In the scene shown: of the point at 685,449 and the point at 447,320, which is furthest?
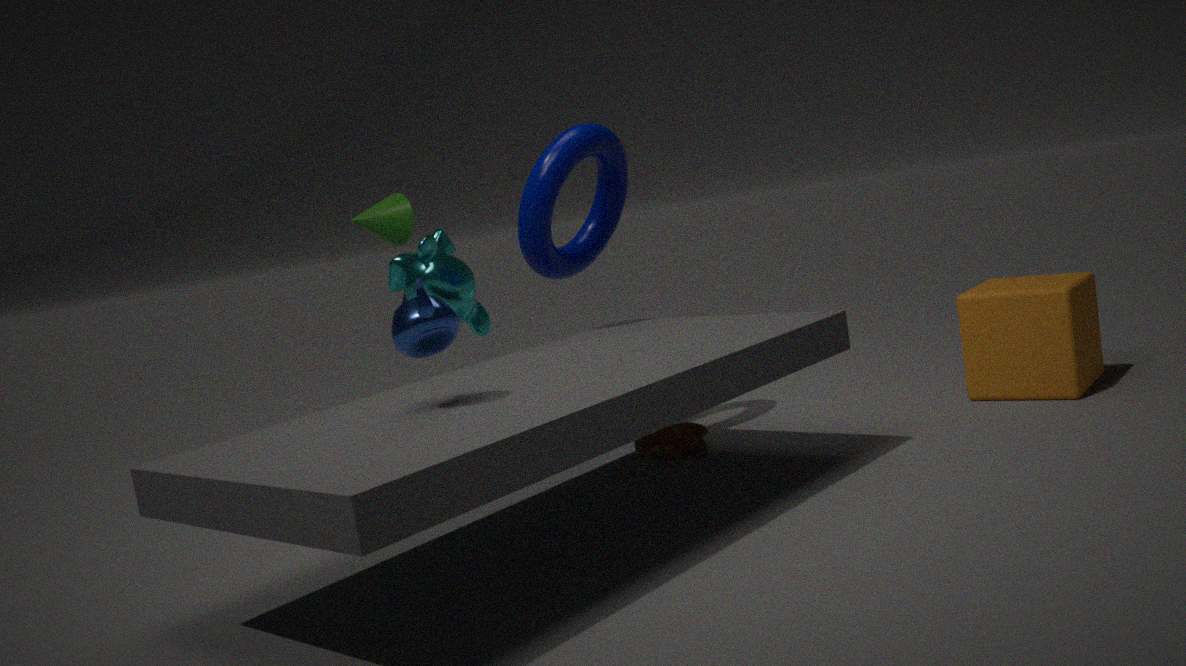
the point at 685,449
